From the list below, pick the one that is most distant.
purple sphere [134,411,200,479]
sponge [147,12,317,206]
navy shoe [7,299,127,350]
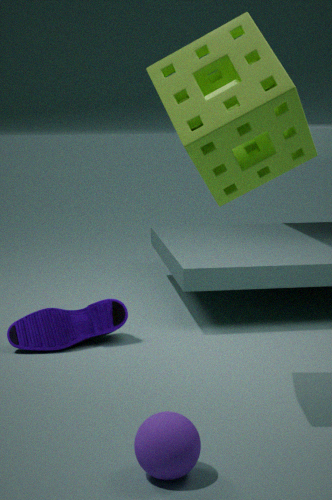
navy shoe [7,299,127,350]
